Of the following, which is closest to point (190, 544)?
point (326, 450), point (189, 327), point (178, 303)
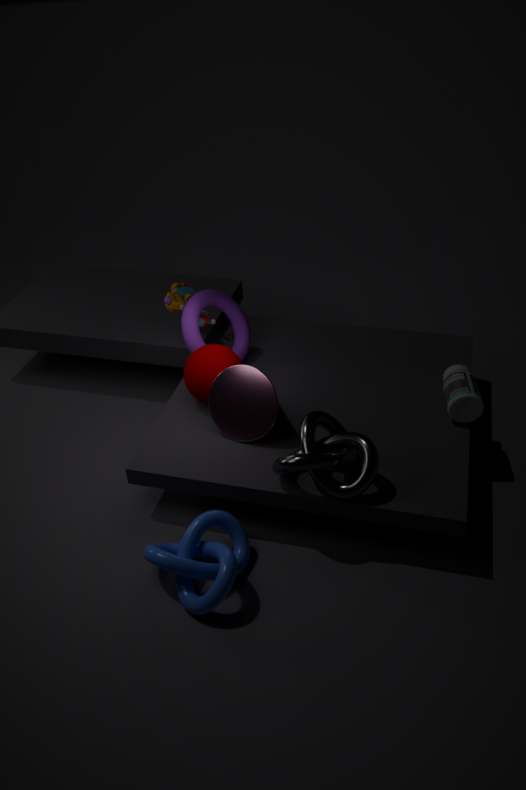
point (326, 450)
